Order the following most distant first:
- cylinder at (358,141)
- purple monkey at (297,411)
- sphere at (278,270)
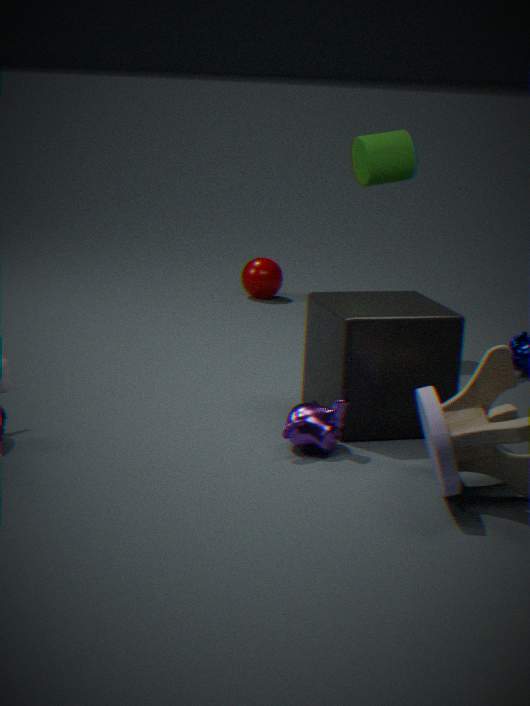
sphere at (278,270) → cylinder at (358,141) → purple monkey at (297,411)
